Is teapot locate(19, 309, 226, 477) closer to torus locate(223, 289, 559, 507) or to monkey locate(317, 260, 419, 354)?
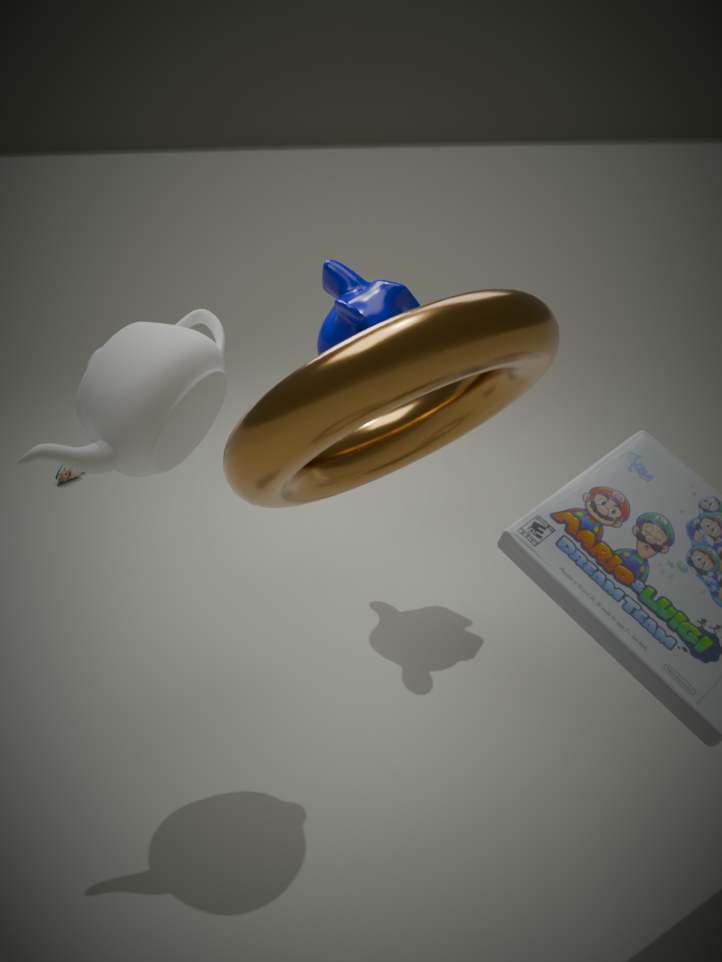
torus locate(223, 289, 559, 507)
